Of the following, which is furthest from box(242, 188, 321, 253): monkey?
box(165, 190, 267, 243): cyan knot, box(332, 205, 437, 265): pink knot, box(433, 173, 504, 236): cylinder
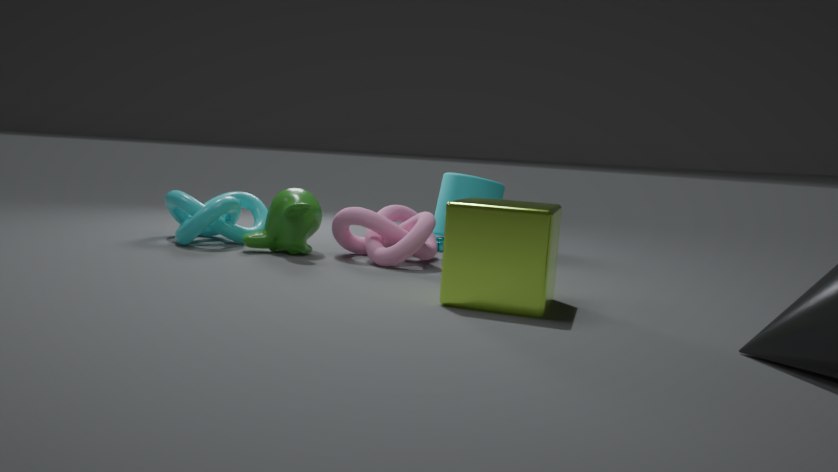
box(433, 173, 504, 236): cylinder
